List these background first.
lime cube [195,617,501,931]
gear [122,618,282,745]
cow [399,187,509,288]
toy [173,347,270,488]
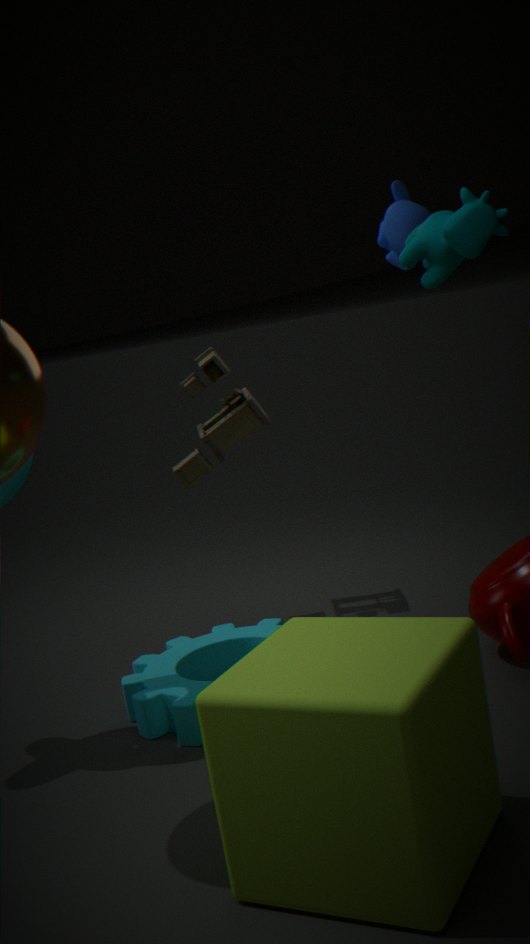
toy [173,347,270,488] < gear [122,618,282,745] < cow [399,187,509,288] < lime cube [195,617,501,931]
